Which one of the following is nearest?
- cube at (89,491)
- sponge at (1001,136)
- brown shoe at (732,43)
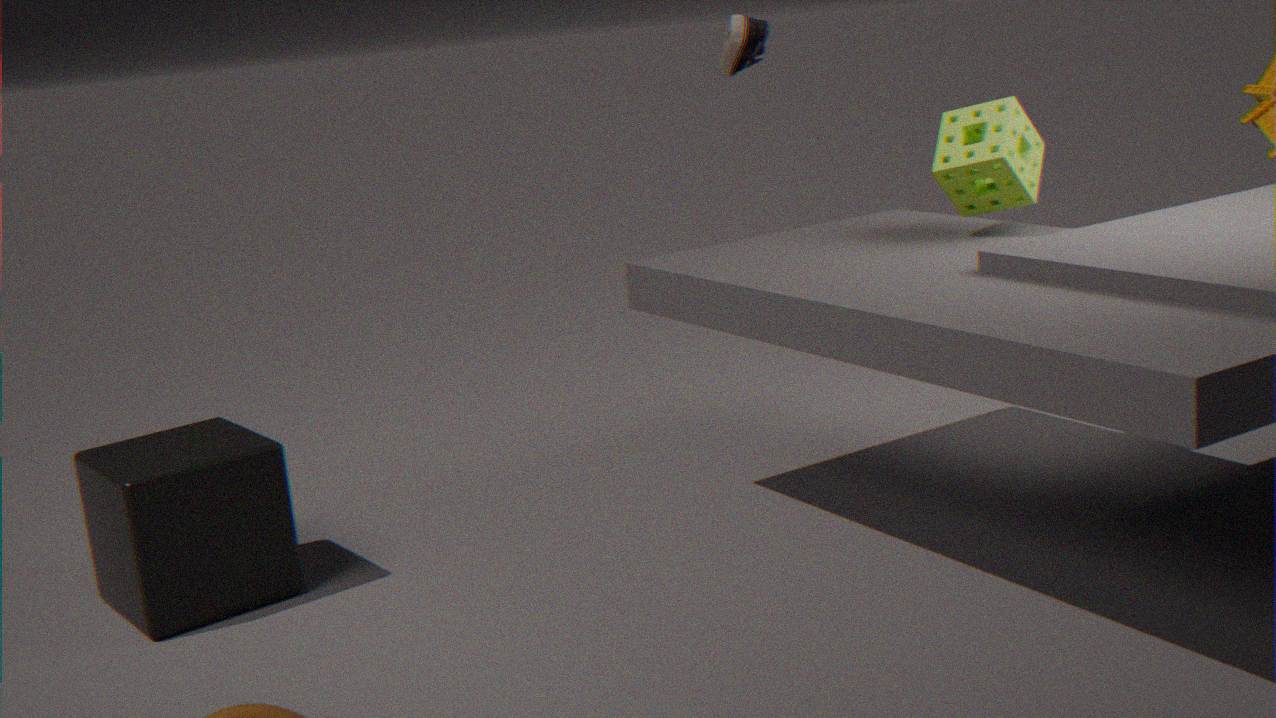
cube at (89,491)
